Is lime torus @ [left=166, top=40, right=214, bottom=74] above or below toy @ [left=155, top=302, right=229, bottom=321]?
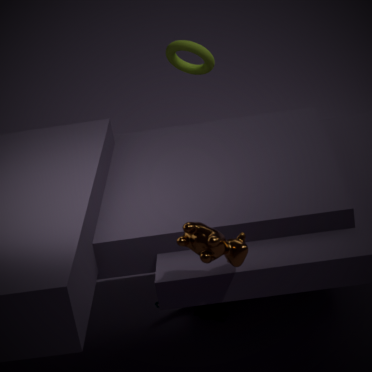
above
